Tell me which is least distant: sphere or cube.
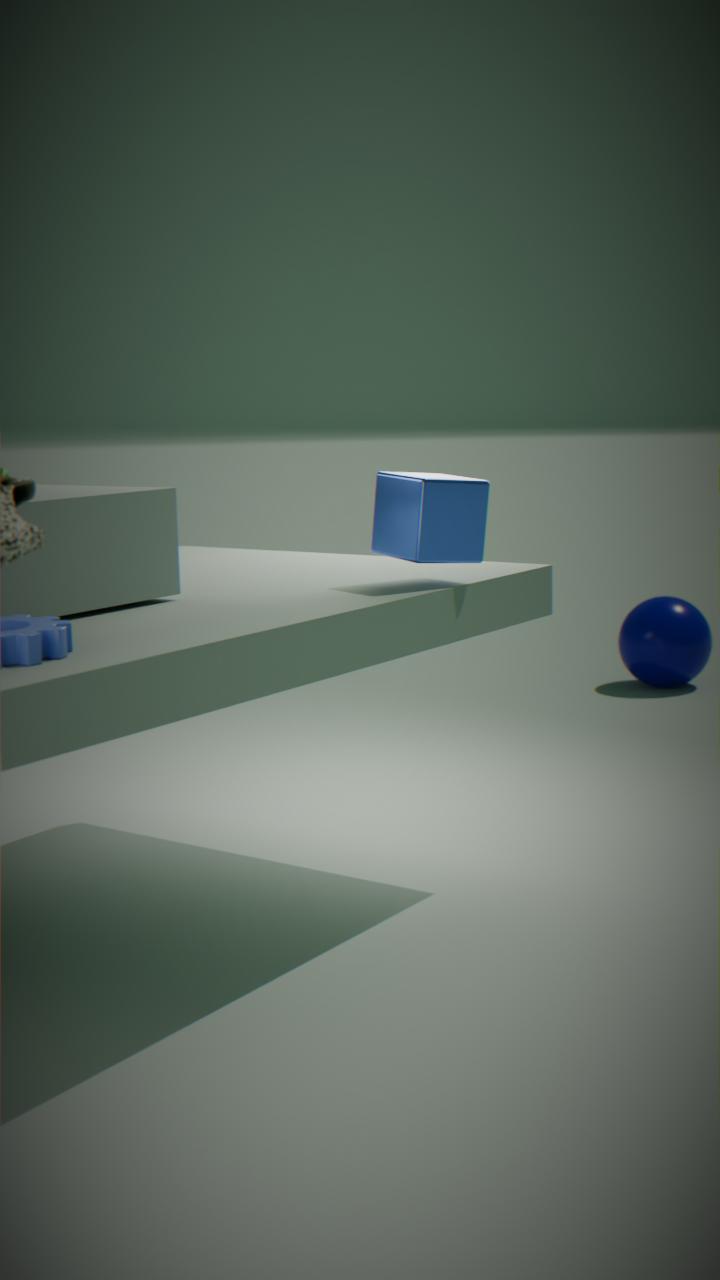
cube
